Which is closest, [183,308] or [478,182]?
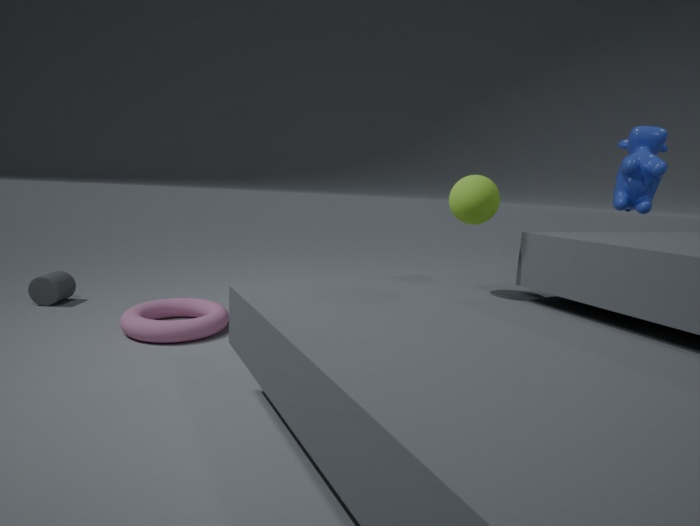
[478,182]
